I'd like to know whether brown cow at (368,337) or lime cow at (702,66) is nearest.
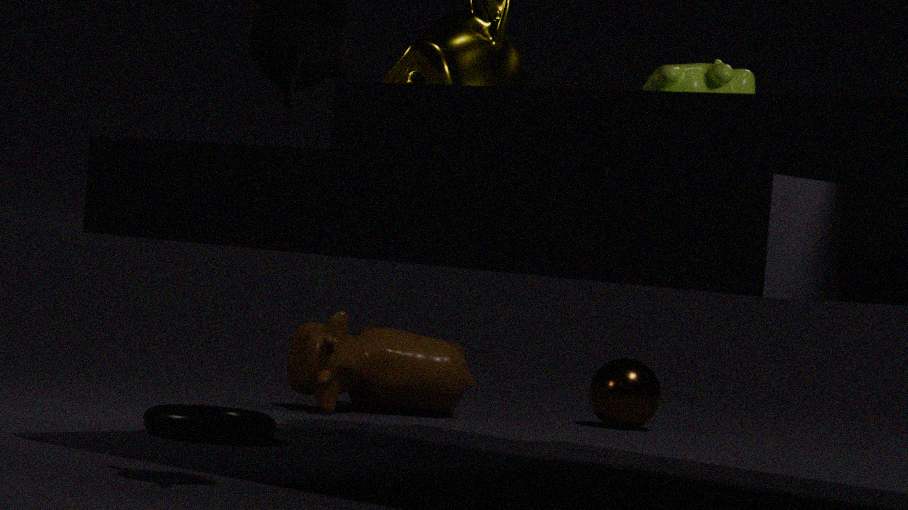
lime cow at (702,66)
